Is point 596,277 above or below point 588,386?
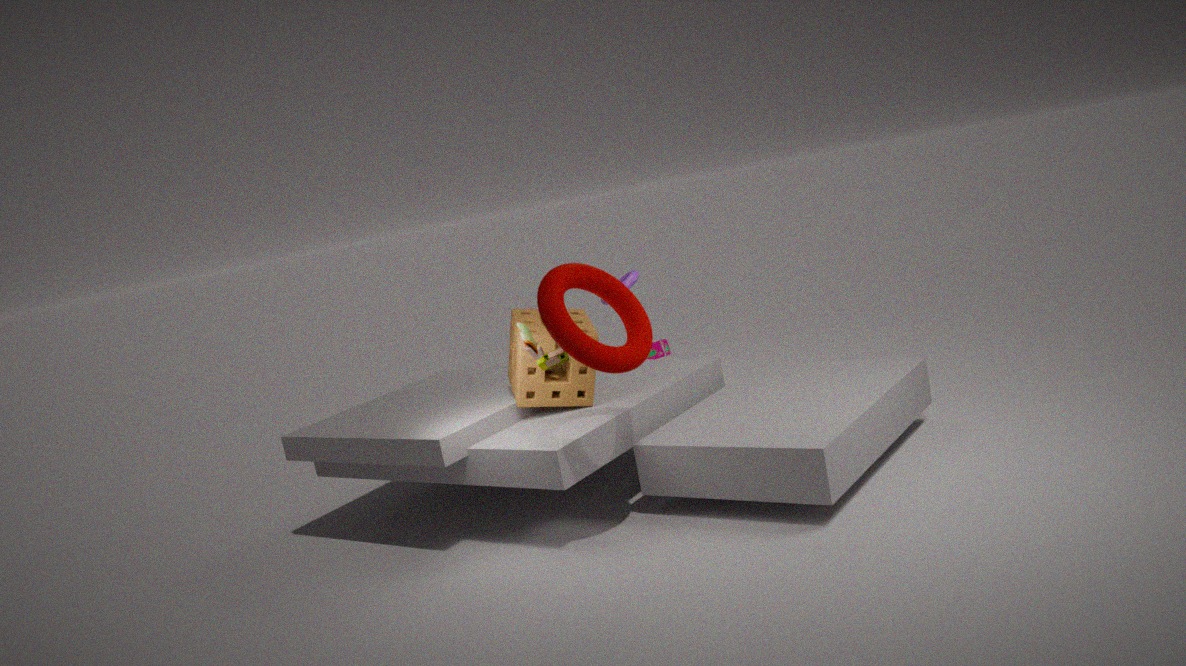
above
